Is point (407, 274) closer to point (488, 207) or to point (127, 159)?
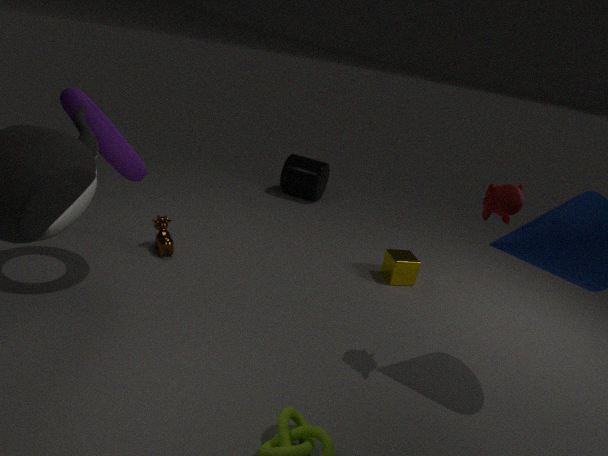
point (488, 207)
